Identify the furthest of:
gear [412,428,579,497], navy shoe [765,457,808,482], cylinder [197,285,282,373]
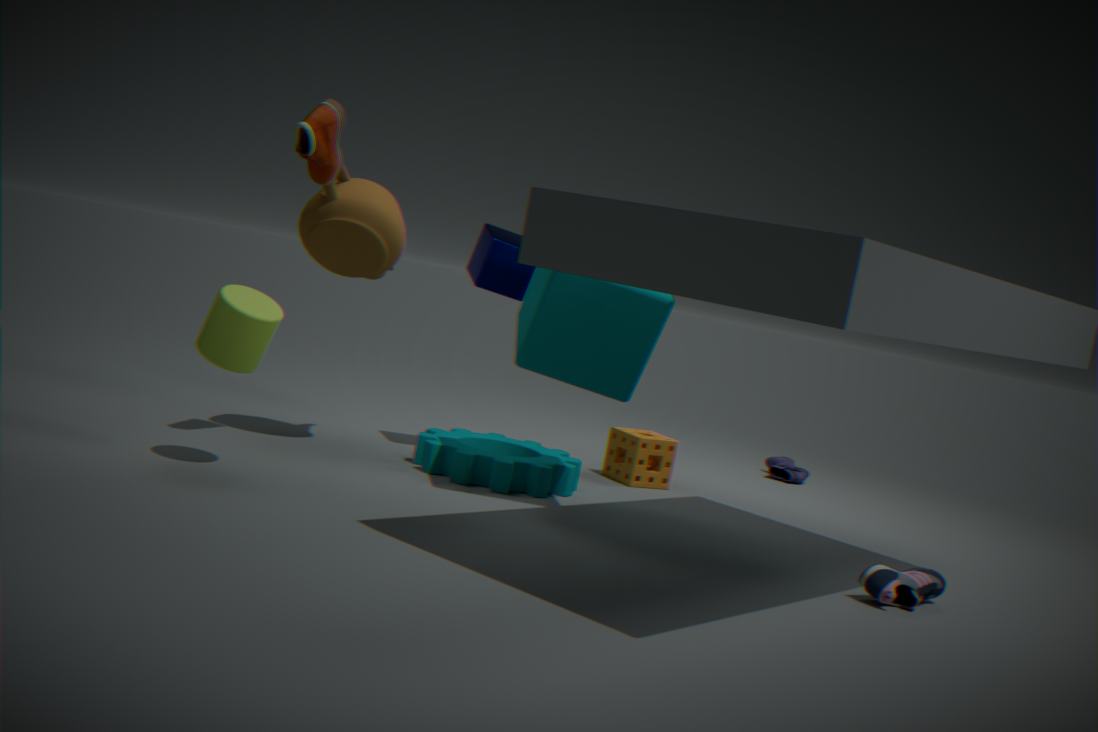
navy shoe [765,457,808,482]
